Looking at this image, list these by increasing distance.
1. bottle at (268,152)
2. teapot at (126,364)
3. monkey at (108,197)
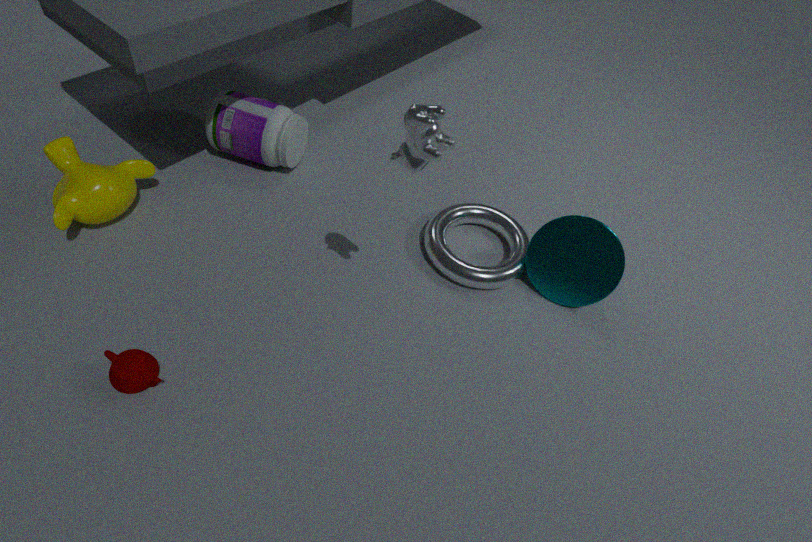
1. teapot at (126,364)
2. monkey at (108,197)
3. bottle at (268,152)
